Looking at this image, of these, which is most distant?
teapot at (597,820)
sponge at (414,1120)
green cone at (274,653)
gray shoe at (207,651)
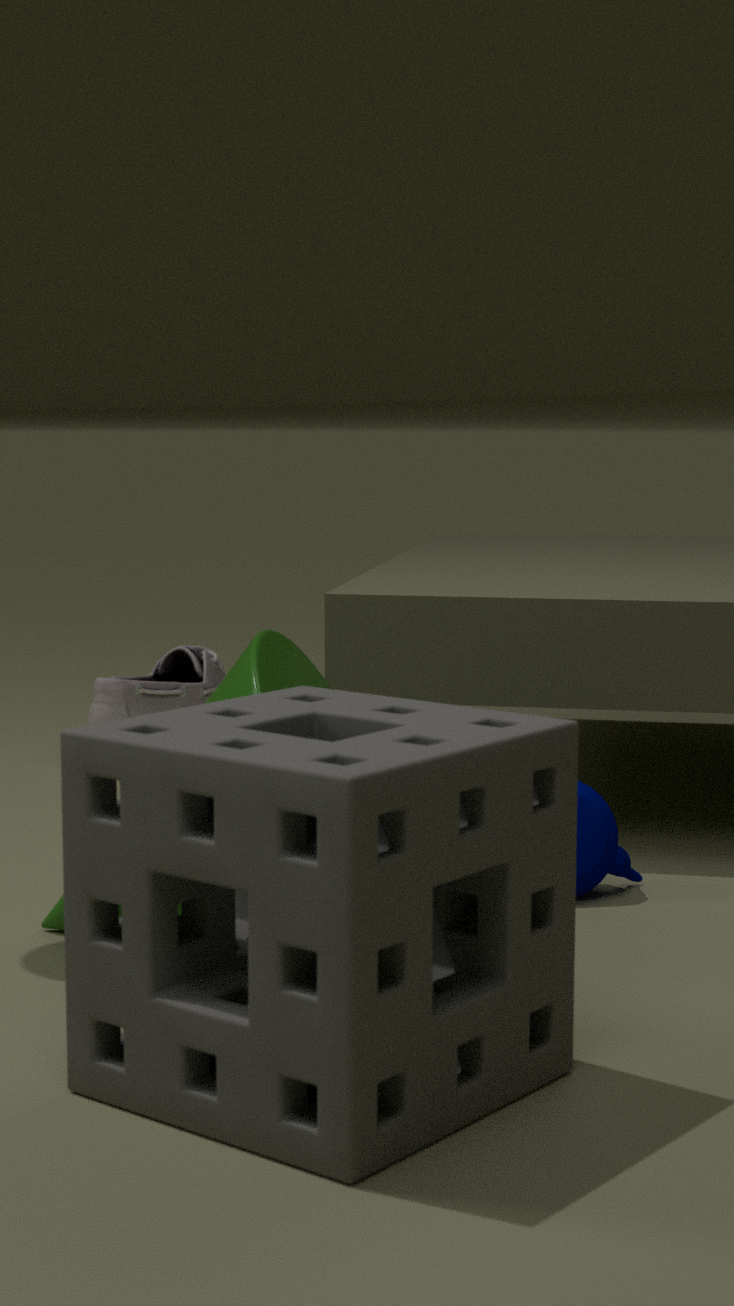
gray shoe at (207,651)
